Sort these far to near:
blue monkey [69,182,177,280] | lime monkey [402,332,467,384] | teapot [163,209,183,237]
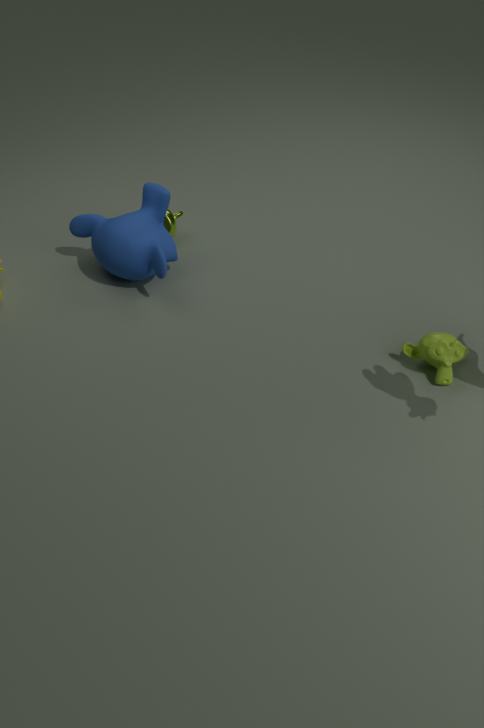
teapot [163,209,183,237], blue monkey [69,182,177,280], lime monkey [402,332,467,384]
